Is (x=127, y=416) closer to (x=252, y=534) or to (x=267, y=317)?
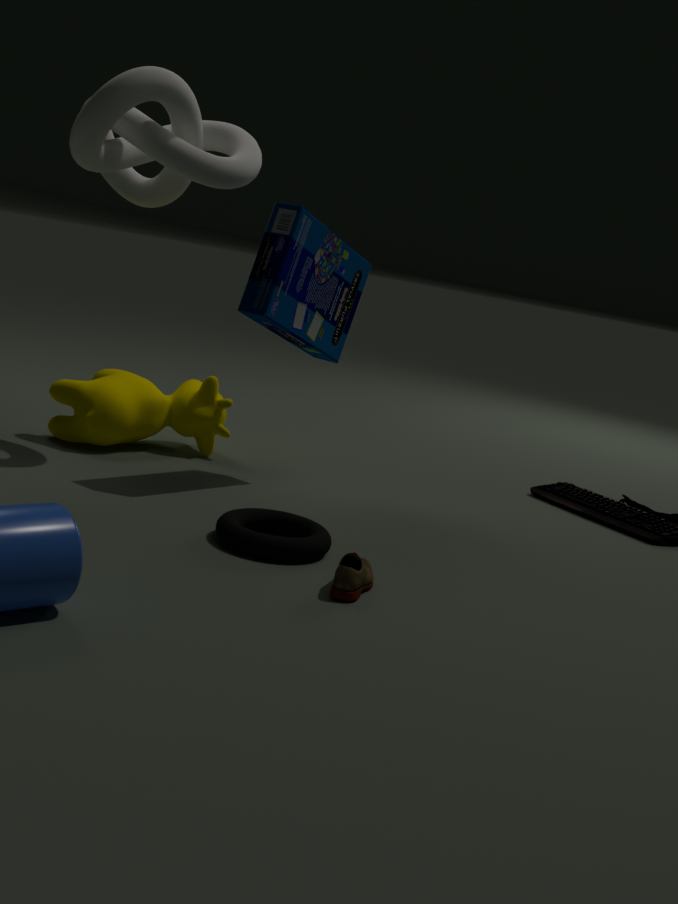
(x=267, y=317)
